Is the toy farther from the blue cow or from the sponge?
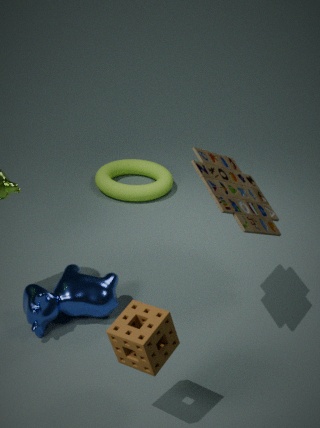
the blue cow
